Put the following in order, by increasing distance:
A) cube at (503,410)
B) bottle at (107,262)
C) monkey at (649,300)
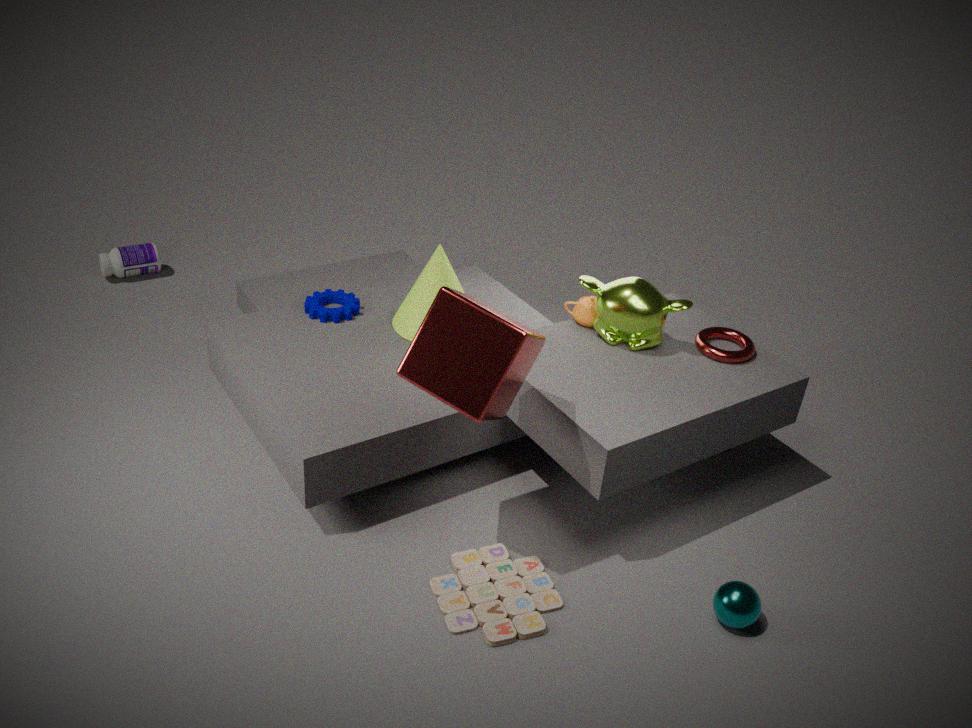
1. cube at (503,410)
2. monkey at (649,300)
3. bottle at (107,262)
